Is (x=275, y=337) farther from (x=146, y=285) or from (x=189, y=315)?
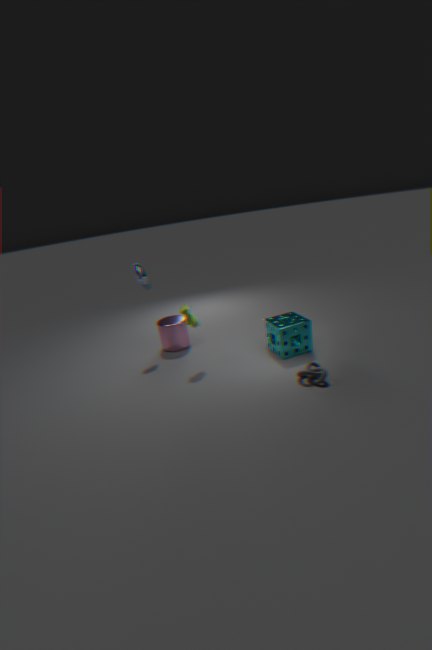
(x=146, y=285)
